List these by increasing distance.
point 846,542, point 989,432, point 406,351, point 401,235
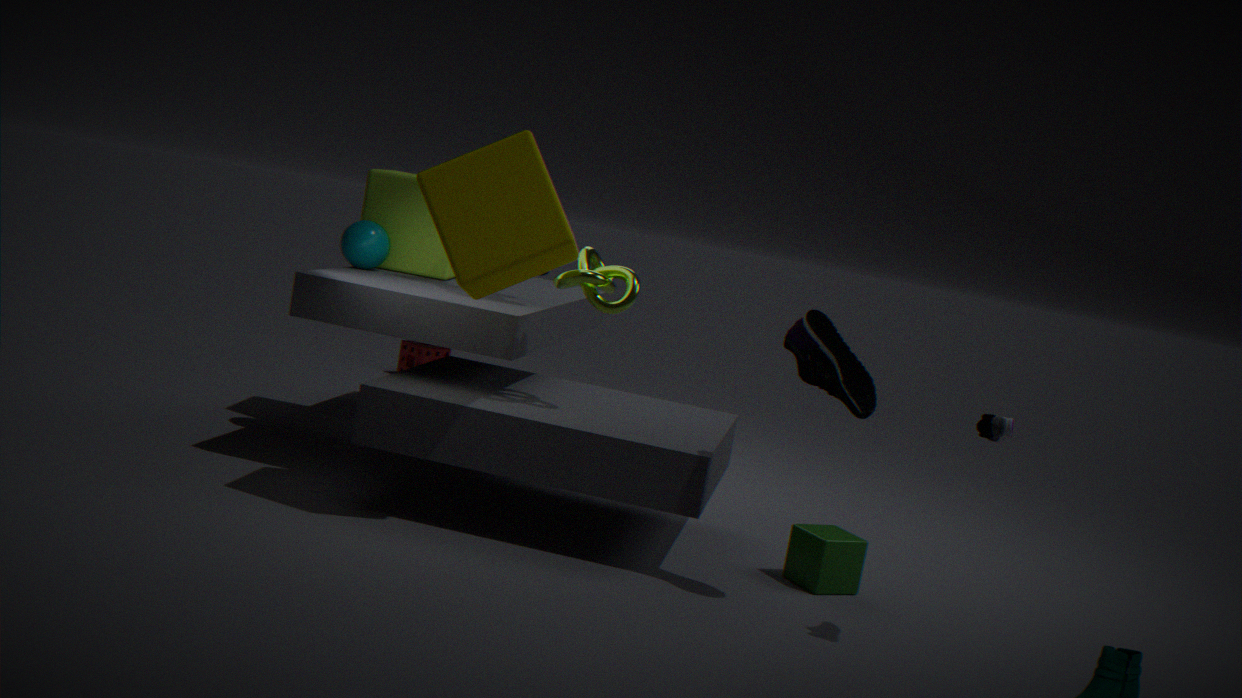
point 989,432, point 846,542, point 401,235, point 406,351
